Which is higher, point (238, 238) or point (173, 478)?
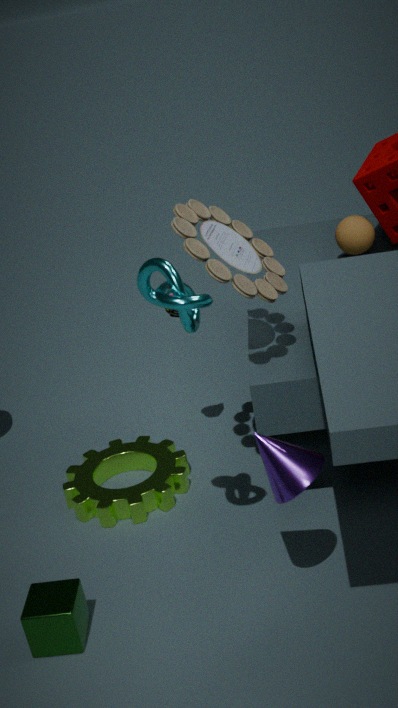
point (238, 238)
